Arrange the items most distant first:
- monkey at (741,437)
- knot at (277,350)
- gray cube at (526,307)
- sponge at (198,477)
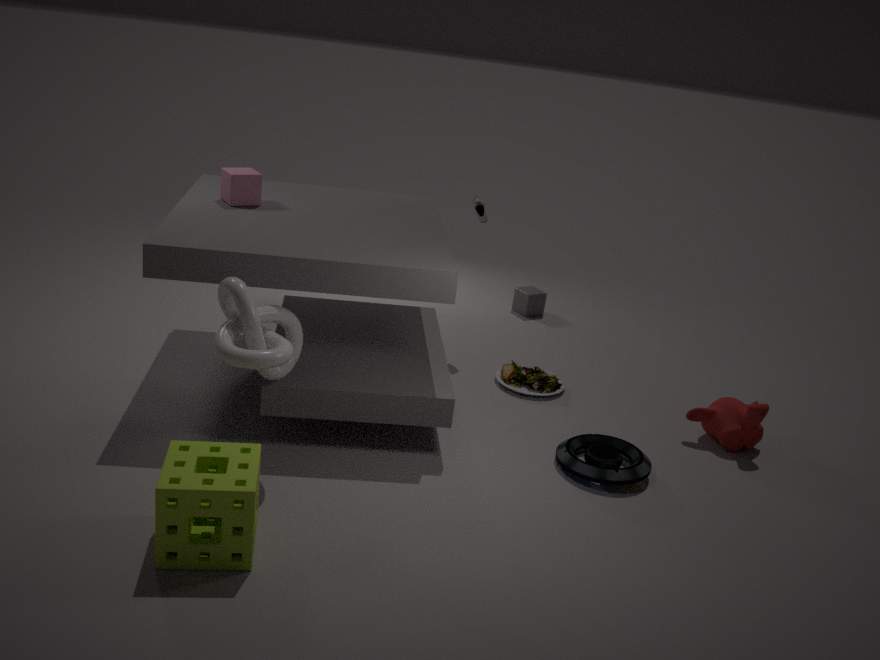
1. gray cube at (526,307)
2. monkey at (741,437)
3. knot at (277,350)
4. sponge at (198,477)
